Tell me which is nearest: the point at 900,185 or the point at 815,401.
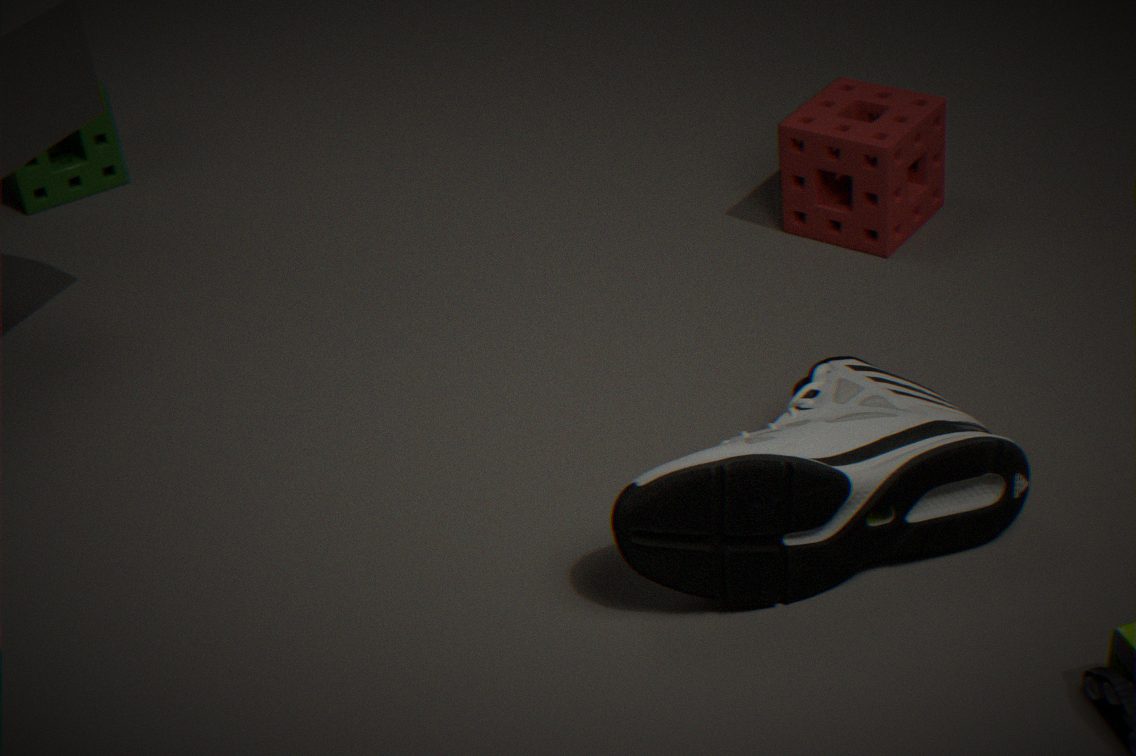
the point at 815,401
